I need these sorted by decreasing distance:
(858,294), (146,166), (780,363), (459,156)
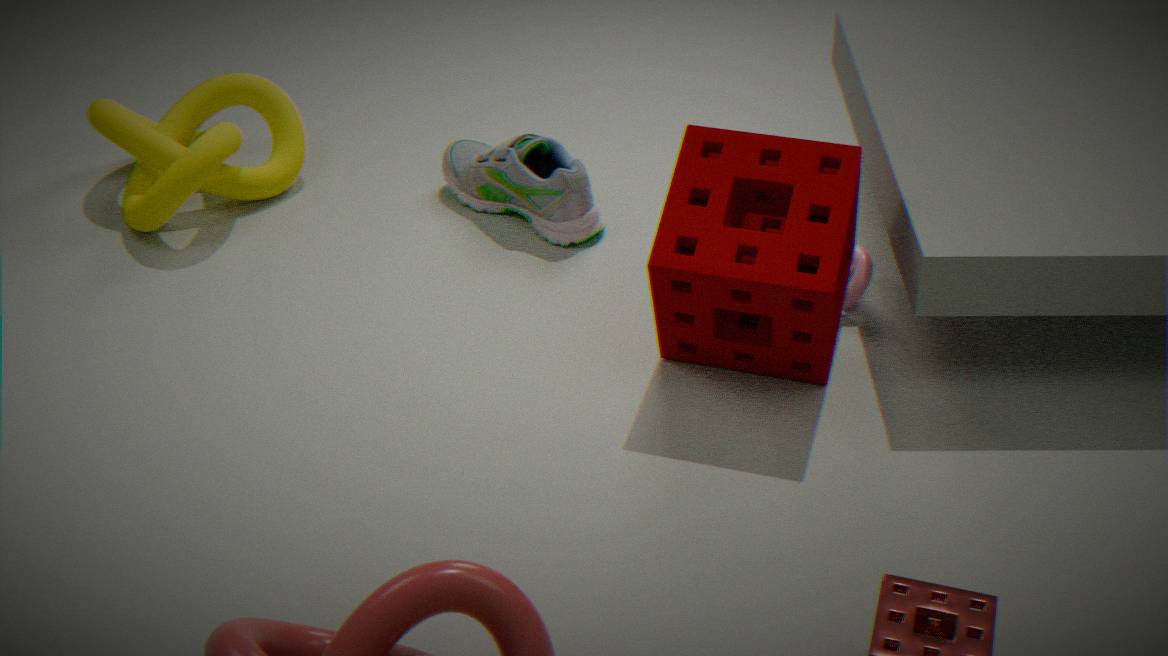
(459,156), (146,166), (858,294), (780,363)
